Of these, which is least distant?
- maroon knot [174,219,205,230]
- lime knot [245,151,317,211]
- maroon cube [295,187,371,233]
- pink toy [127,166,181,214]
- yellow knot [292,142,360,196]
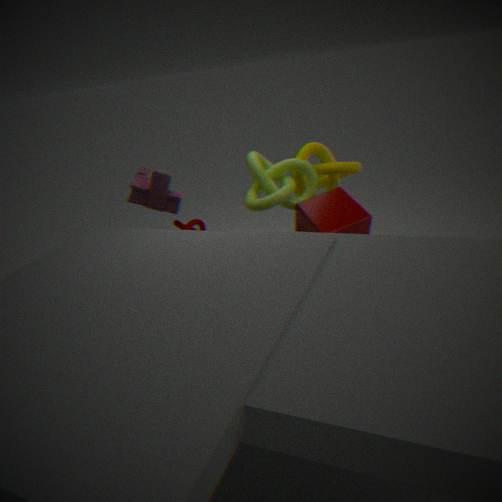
maroon cube [295,187,371,233]
